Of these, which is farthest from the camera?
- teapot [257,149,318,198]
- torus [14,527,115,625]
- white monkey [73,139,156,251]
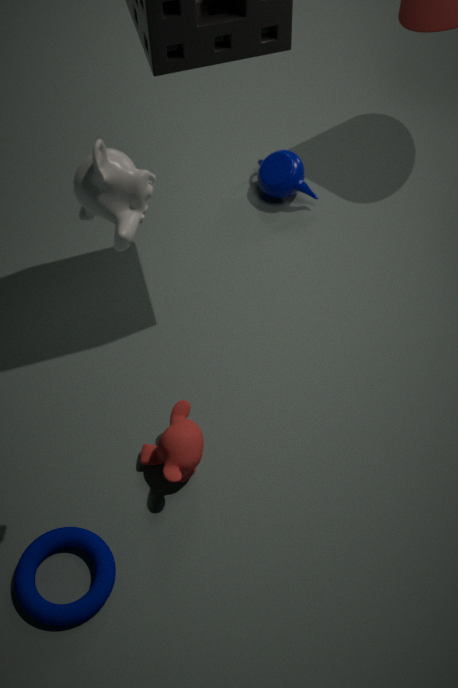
teapot [257,149,318,198]
